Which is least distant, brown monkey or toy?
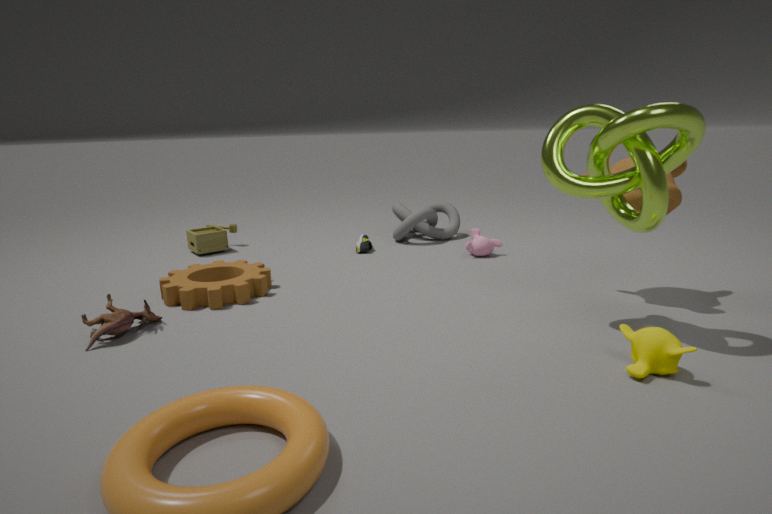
brown monkey
